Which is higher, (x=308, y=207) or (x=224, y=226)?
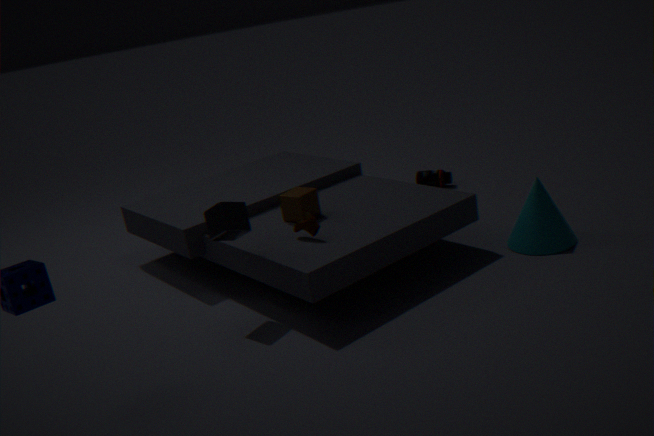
(x=224, y=226)
